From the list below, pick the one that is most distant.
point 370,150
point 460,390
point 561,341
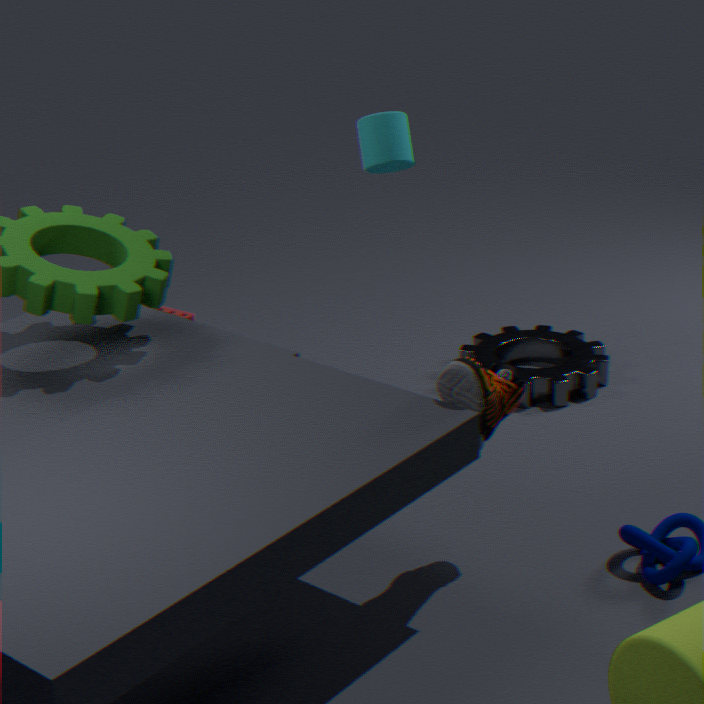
point 561,341
